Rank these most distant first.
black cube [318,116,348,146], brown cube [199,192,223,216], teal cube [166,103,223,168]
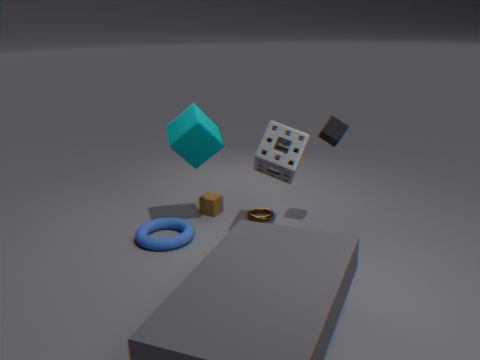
brown cube [199,192,223,216], teal cube [166,103,223,168], black cube [318,116,348,146]
